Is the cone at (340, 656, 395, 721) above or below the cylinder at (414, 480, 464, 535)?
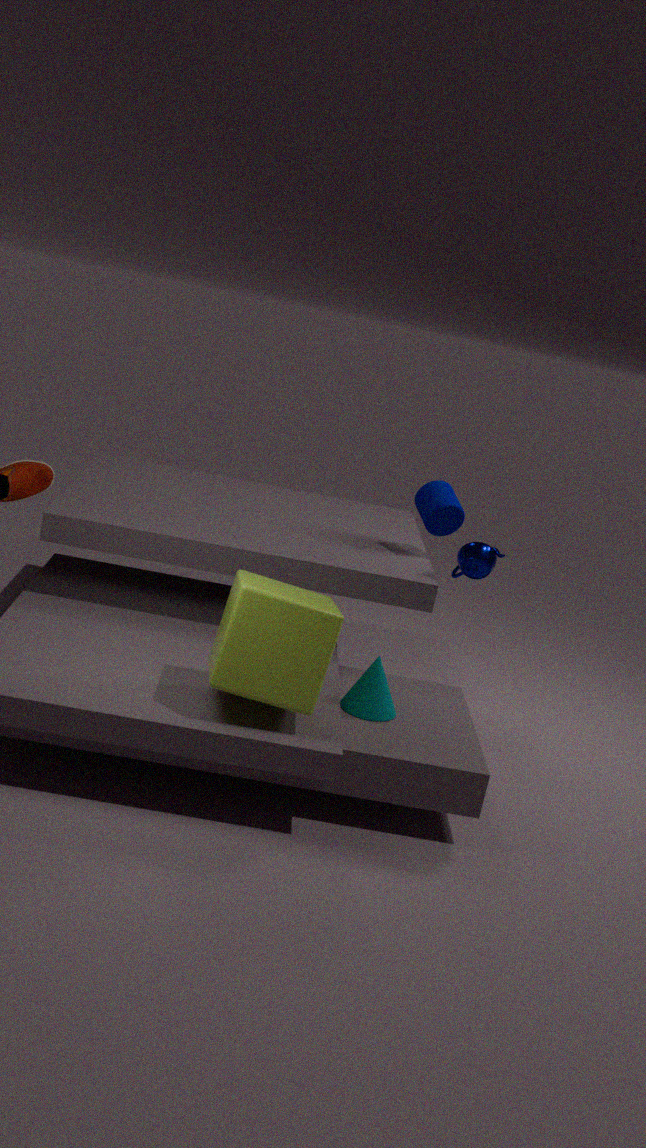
below
